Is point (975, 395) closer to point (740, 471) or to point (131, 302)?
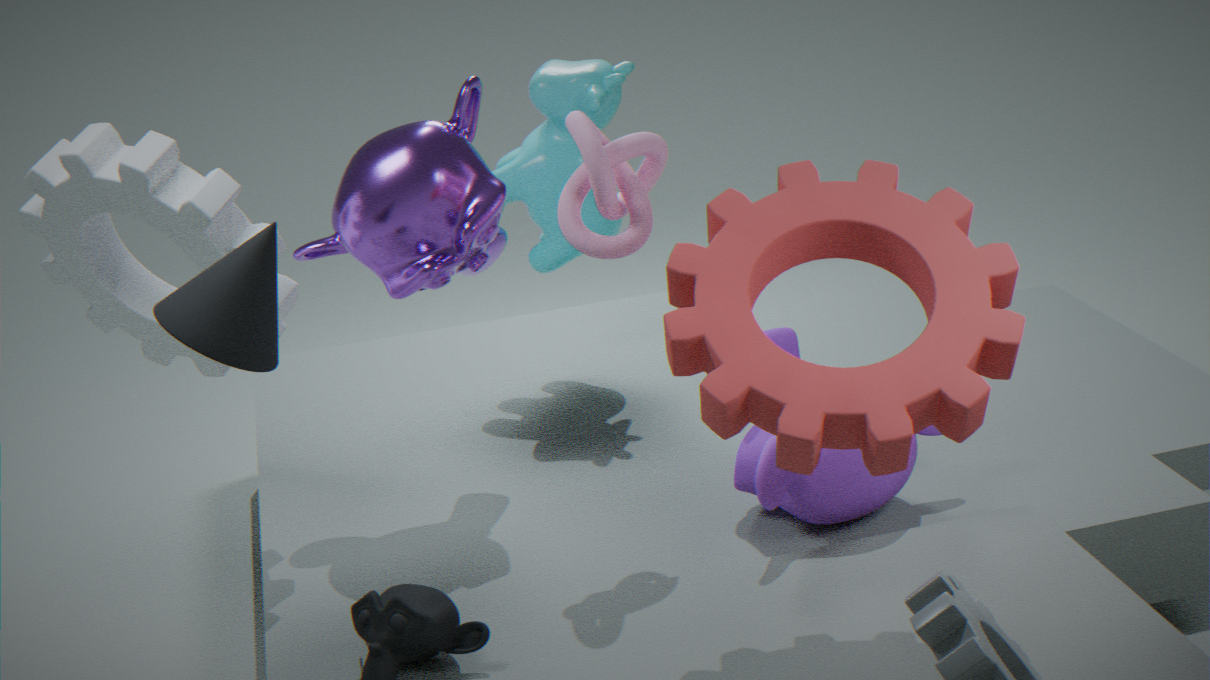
point (740, 471)
